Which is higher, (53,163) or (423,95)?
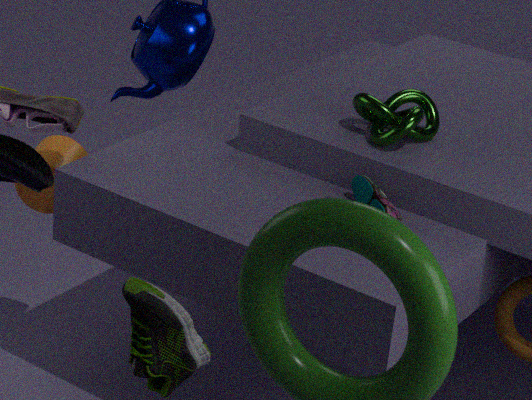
(423,95)
